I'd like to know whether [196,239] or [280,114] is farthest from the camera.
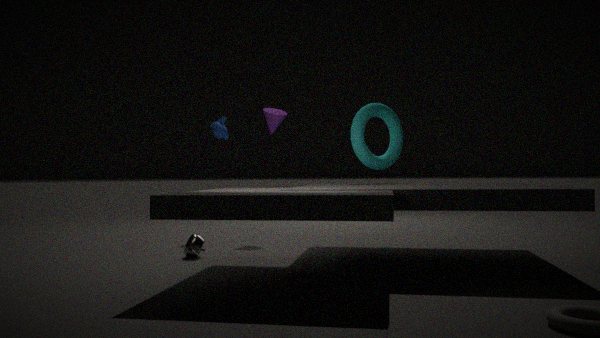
[280,114]
